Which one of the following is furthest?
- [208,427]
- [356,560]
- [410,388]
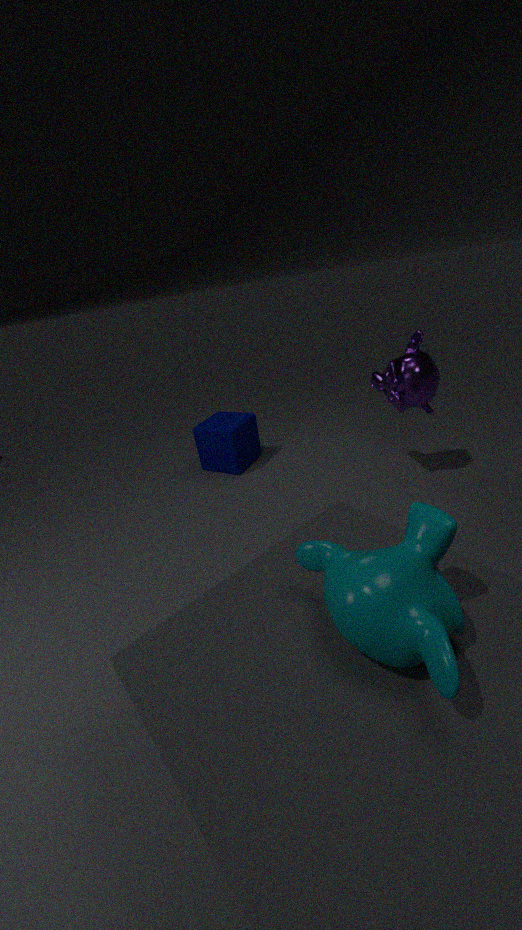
[208,427]
